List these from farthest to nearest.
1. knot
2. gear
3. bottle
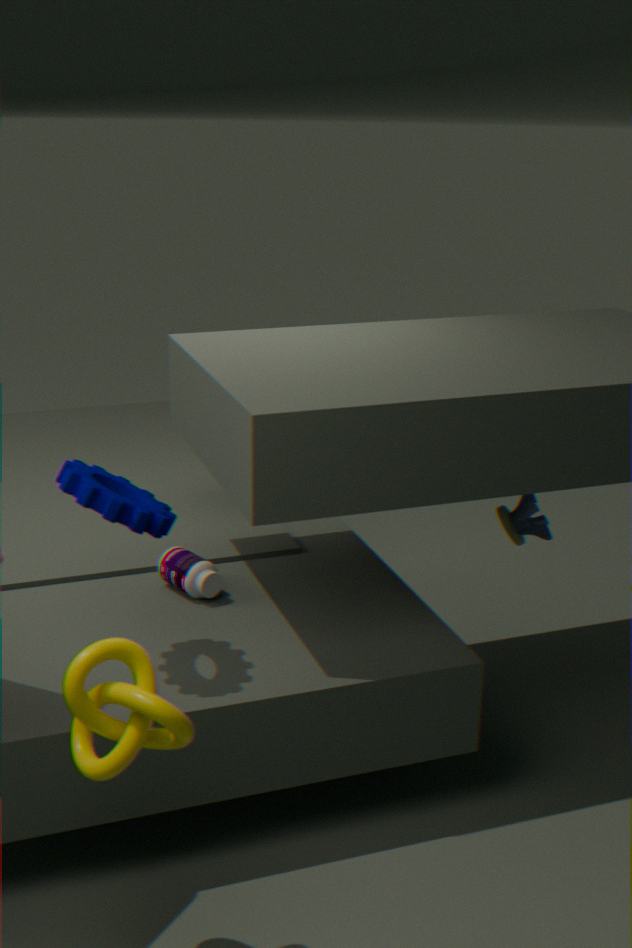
bottle < gear < knot
